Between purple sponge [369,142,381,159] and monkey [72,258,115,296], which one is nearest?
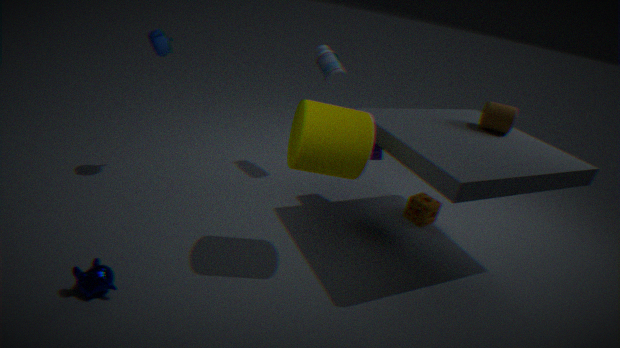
monkey [72,258,115,296]
